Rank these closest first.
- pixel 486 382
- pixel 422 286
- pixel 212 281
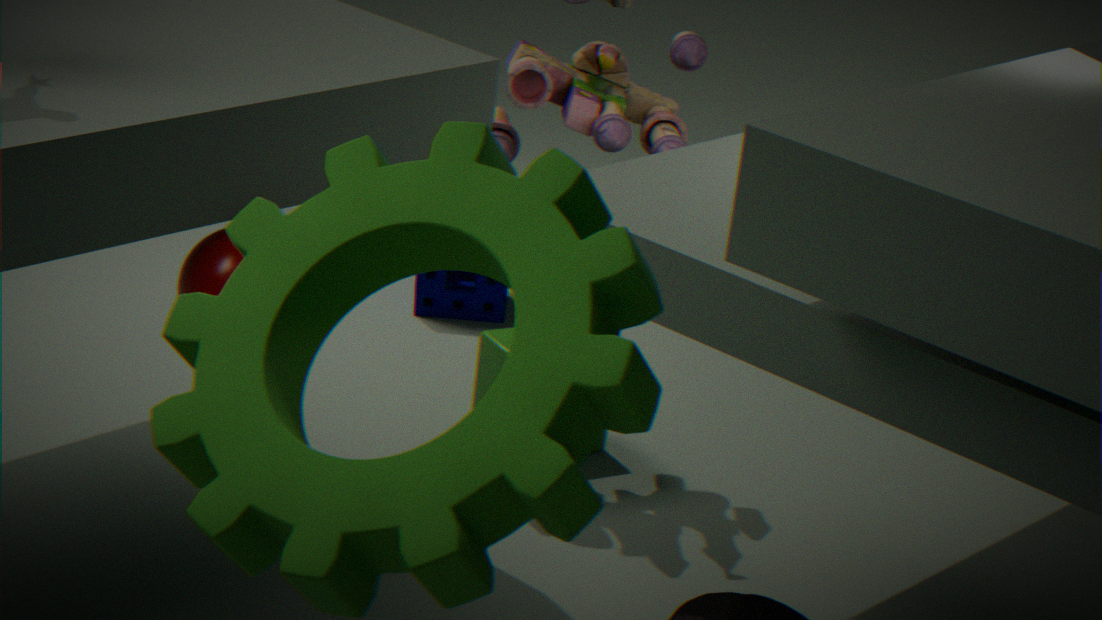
pixel 212 281 → pixel 486 382 → pixel 422 286
